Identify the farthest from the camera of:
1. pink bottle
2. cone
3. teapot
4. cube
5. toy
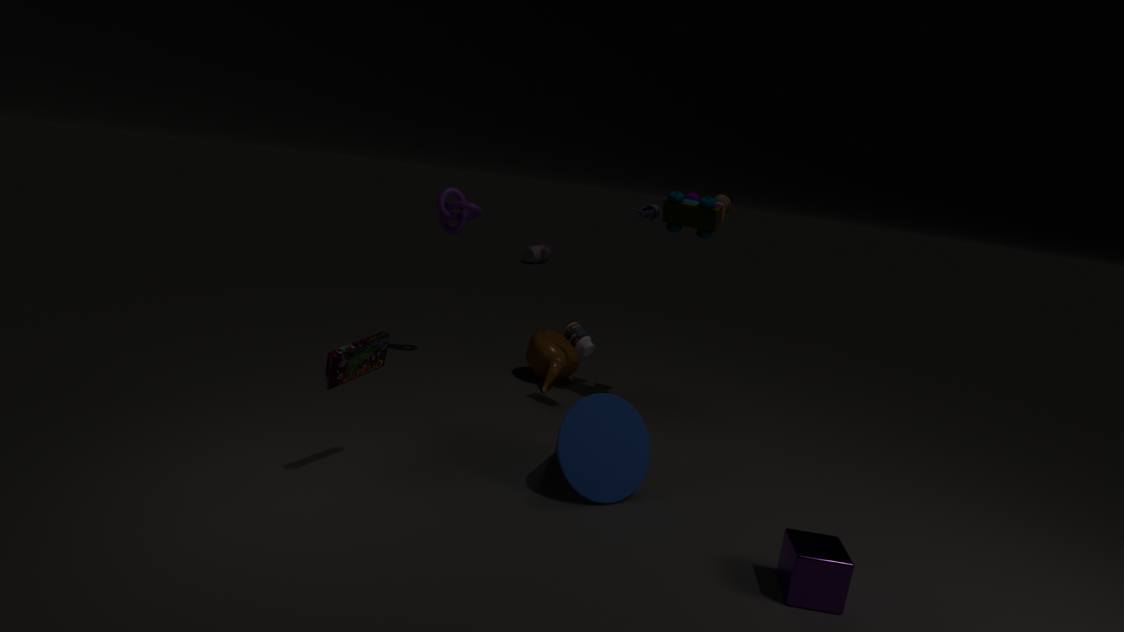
pink bottle
